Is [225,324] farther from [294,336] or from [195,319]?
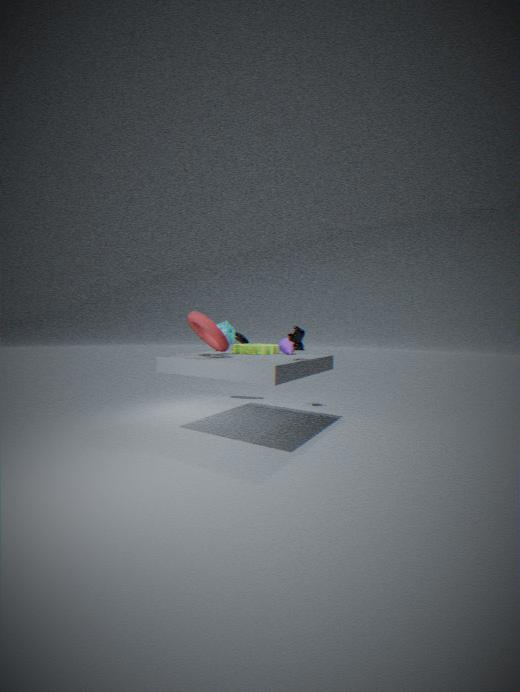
[294,336]
